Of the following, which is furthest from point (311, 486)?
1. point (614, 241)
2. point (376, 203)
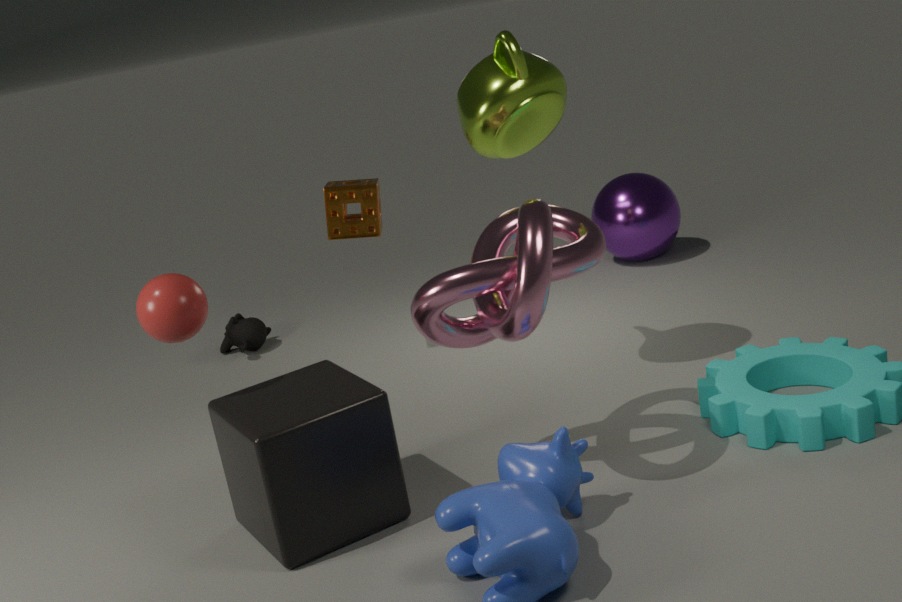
point (614, 241)
